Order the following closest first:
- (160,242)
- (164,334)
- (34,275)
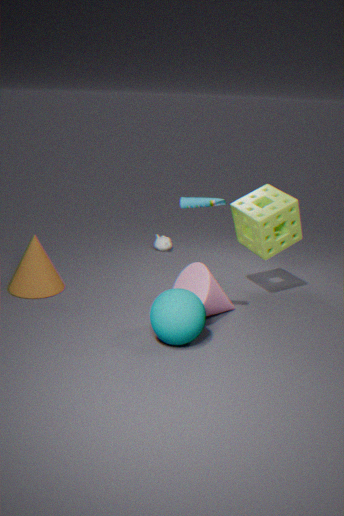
(164,334) < (34,275) < (160,242)
